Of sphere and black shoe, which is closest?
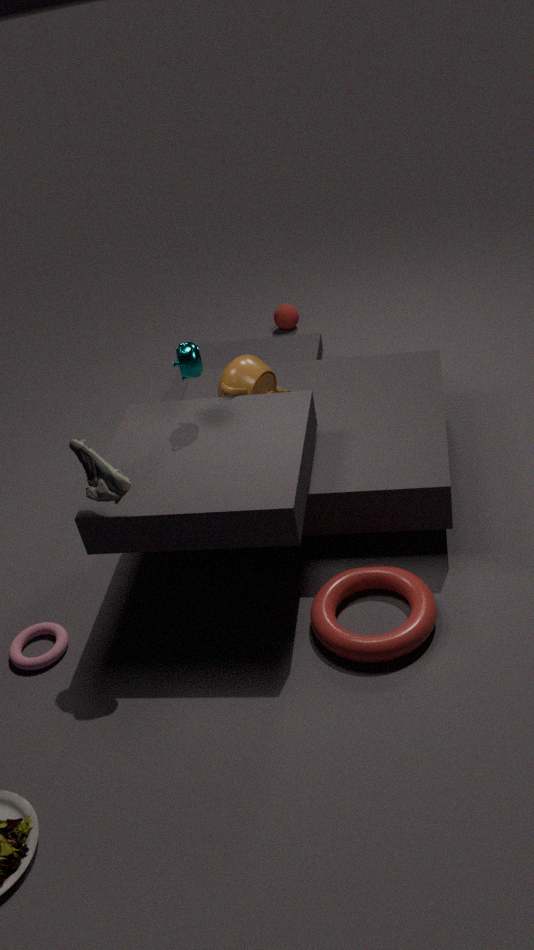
black shoe
